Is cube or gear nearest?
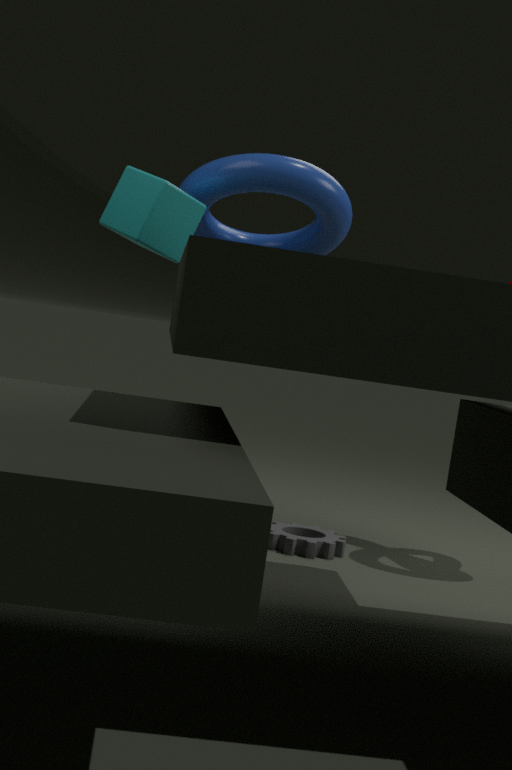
cube
